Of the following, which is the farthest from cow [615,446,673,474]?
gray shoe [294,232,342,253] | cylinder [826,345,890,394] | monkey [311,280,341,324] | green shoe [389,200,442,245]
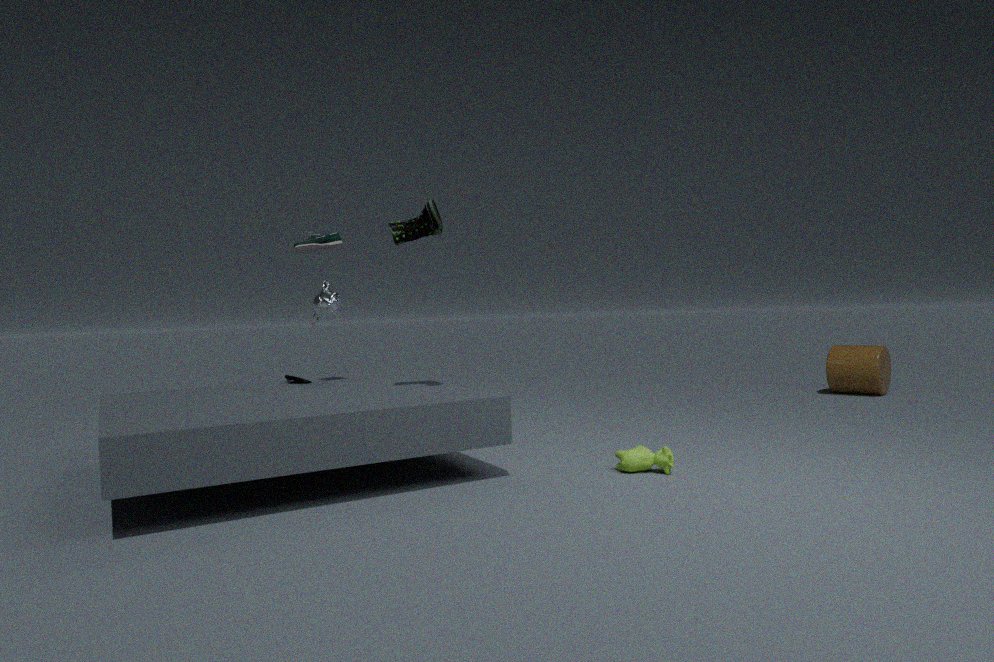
cylinder [826,345,890,394]
